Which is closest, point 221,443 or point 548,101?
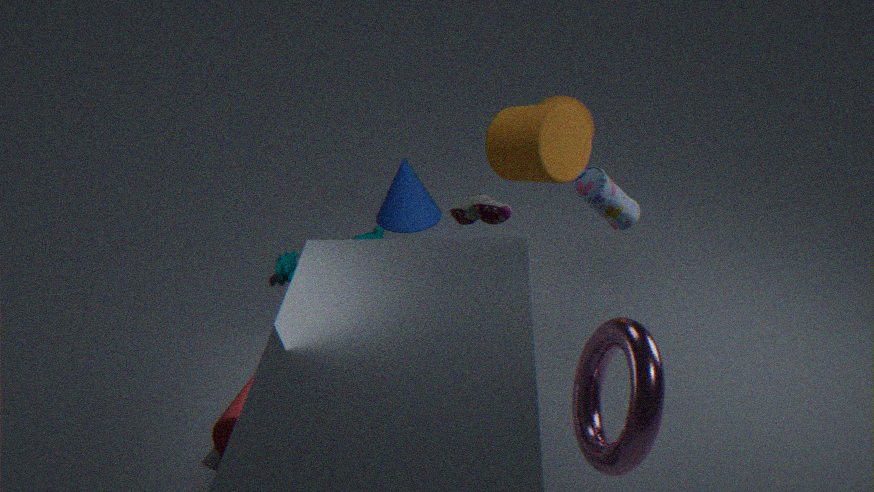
point 221,443
